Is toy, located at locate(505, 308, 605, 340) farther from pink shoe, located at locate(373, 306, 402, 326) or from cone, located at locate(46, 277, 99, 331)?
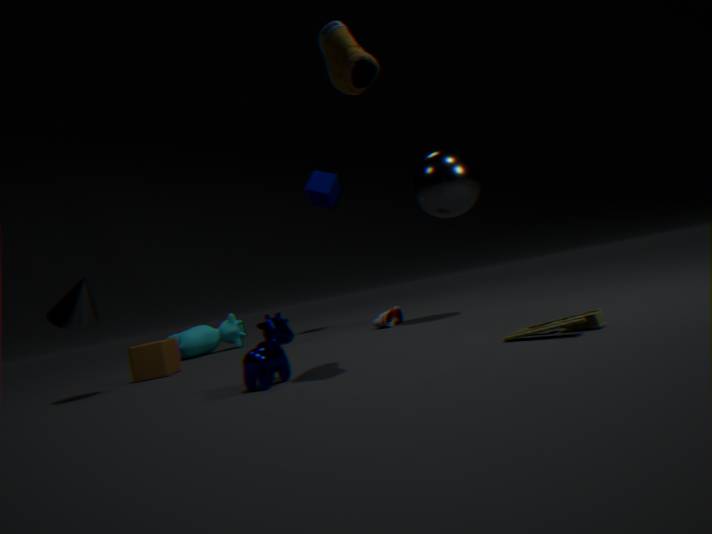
cone, located at locate(46, 277, 99, 331)
